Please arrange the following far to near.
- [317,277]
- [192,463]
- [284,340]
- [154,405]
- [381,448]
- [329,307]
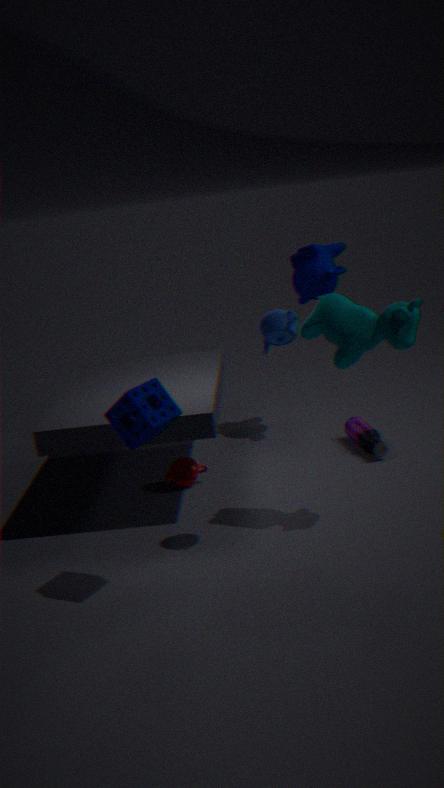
[317,277], [192,463], [381,448], [329,307], [284,340], [154,405]
